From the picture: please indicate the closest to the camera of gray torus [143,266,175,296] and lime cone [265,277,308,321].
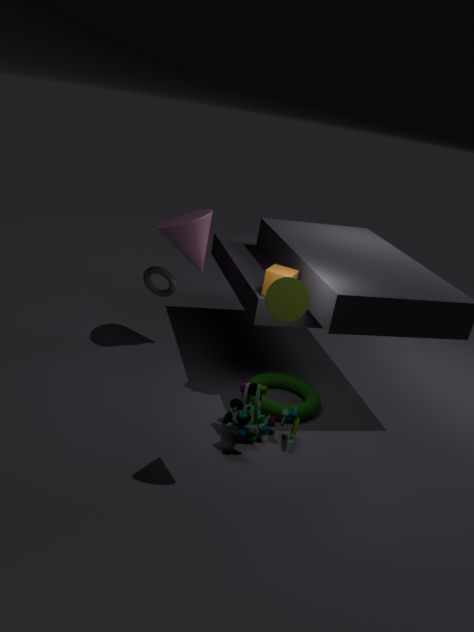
lime cone [265,277,308,321]
